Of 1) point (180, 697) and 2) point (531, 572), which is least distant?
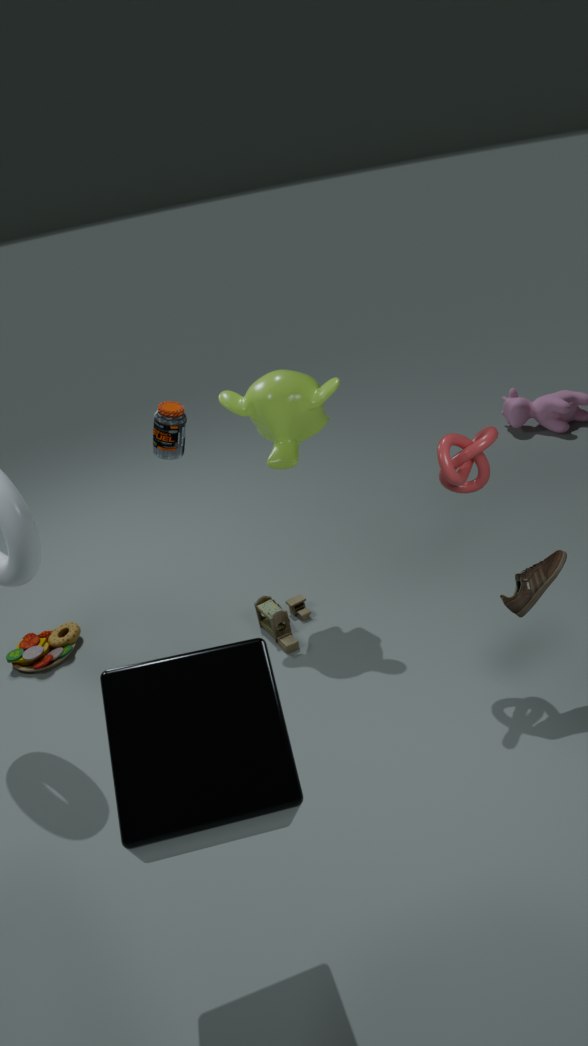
1. point (180, 697)
